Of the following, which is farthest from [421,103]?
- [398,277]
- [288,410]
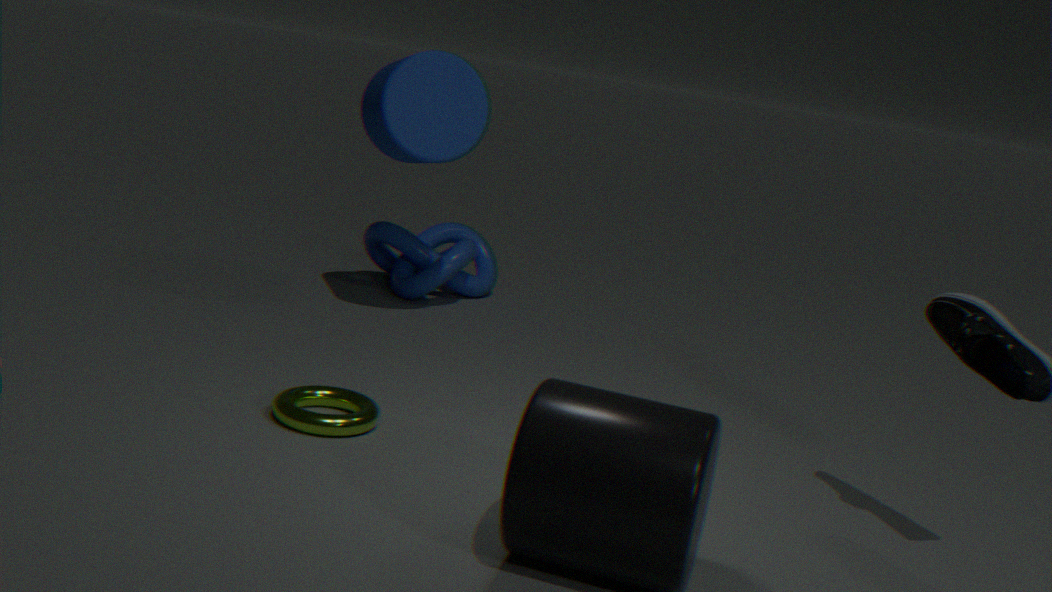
[288,410]
